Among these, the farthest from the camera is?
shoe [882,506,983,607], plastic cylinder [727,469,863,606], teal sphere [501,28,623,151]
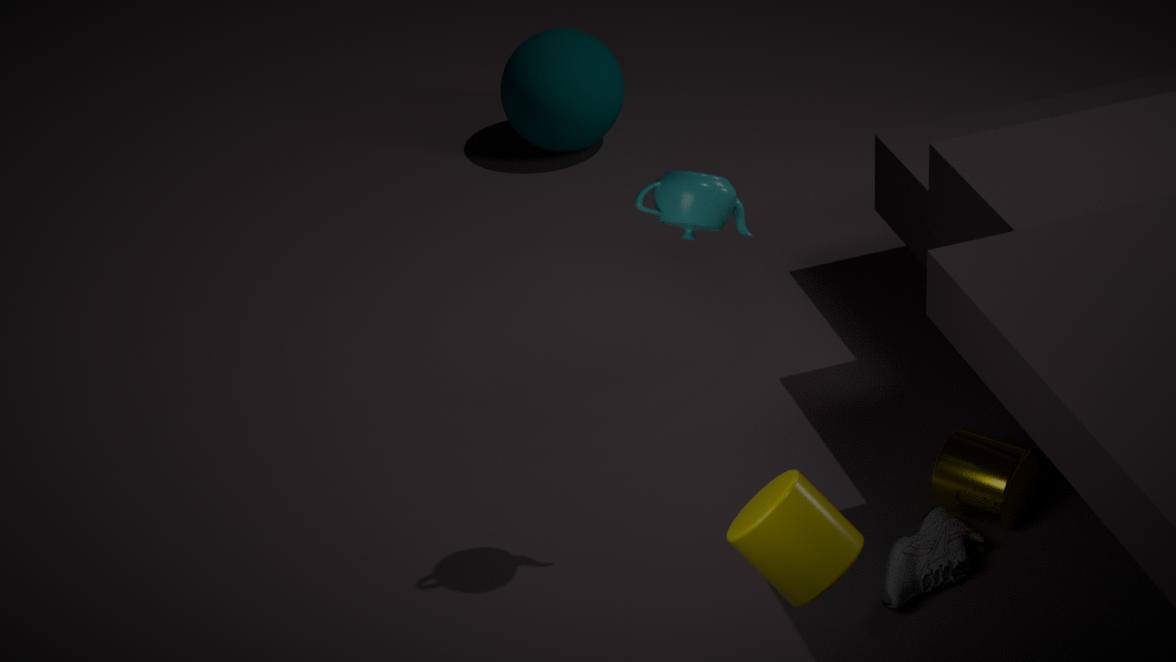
teal sphere [501,28,623,151]
